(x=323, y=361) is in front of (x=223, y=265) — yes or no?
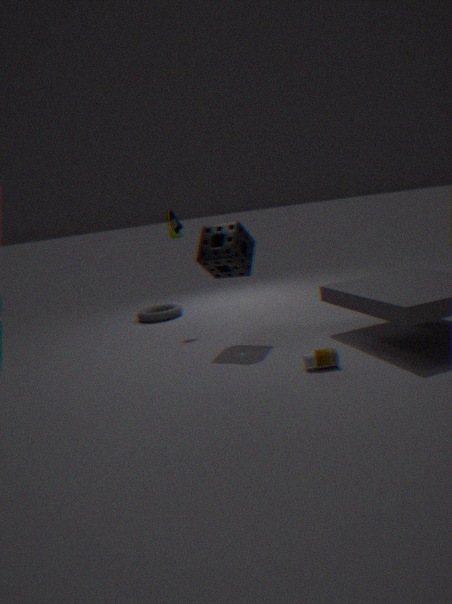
Yes
